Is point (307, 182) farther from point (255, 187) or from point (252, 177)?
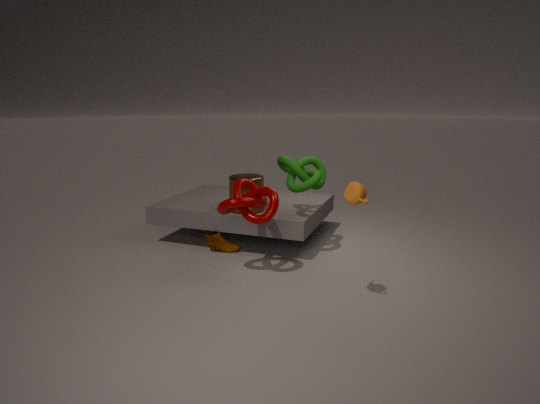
point (255, 187)
